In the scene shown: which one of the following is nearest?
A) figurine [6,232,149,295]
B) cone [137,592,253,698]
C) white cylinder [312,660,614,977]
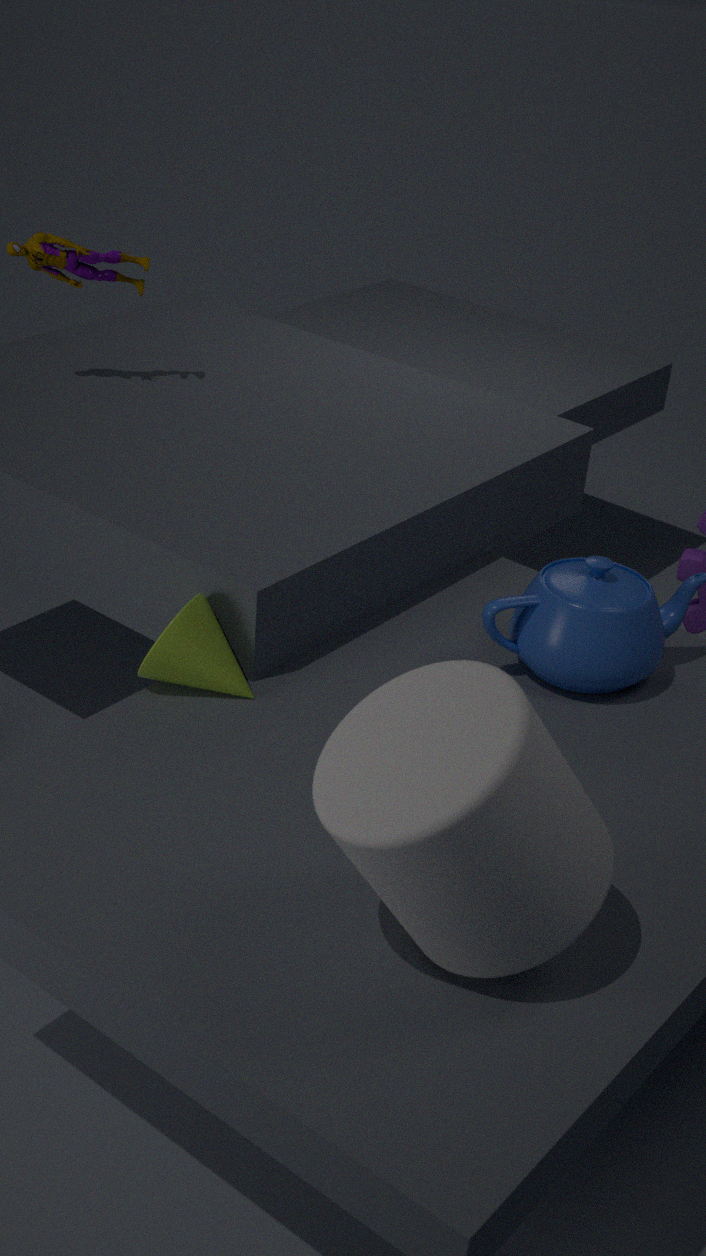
white cylinder [312,660,614,977]
